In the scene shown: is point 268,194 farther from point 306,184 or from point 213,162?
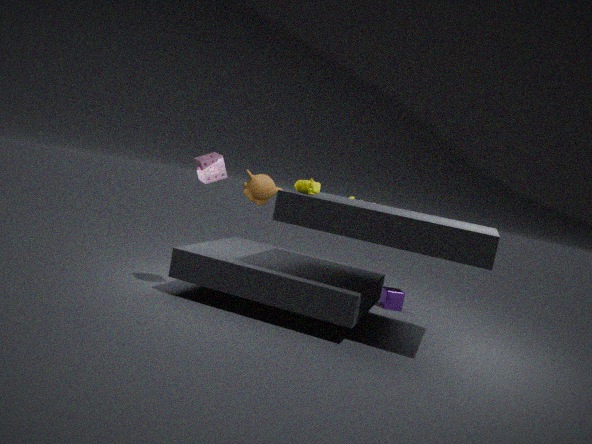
point 306,184
